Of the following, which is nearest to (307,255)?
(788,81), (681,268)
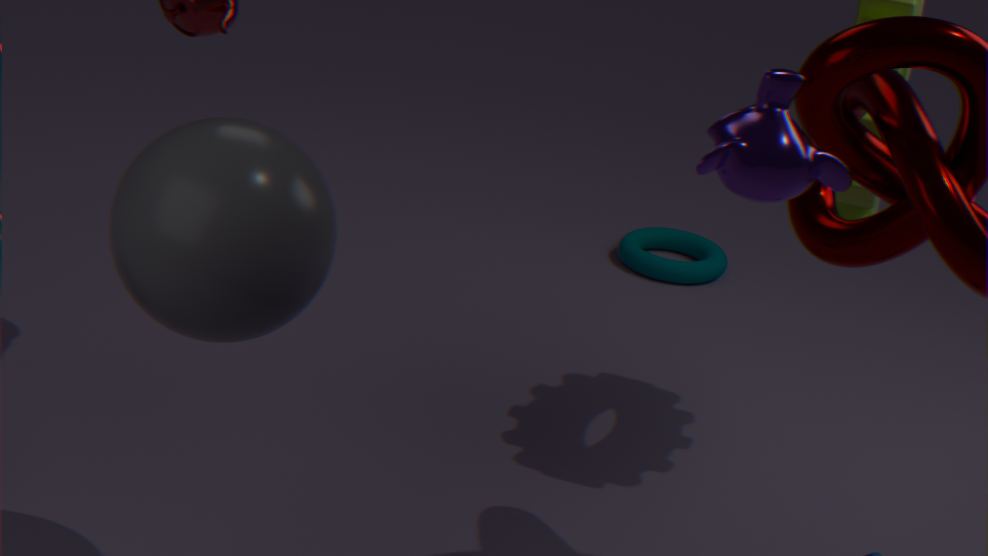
(788,81)
